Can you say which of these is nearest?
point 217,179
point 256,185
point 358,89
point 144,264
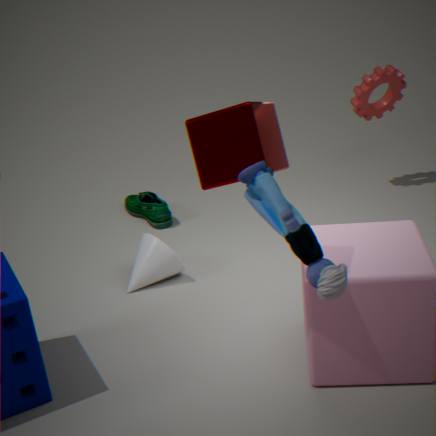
point 256,185
